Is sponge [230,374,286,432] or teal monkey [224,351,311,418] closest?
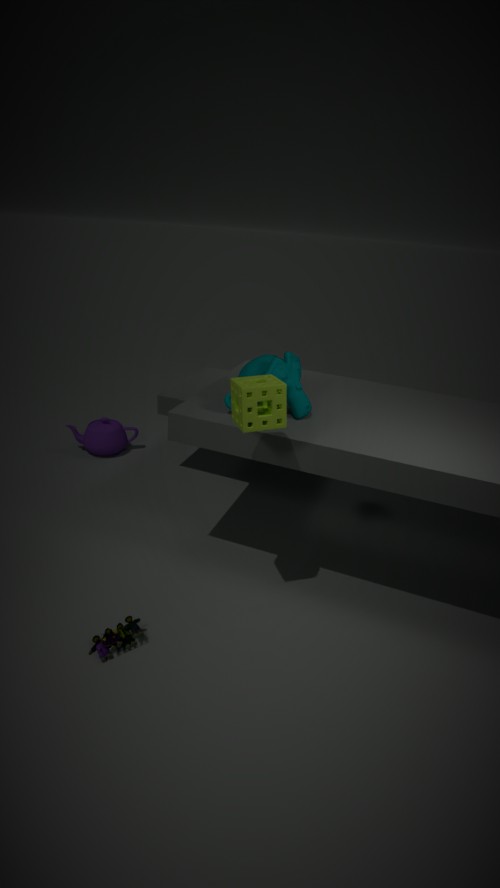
sponge [230,374,286,432]
